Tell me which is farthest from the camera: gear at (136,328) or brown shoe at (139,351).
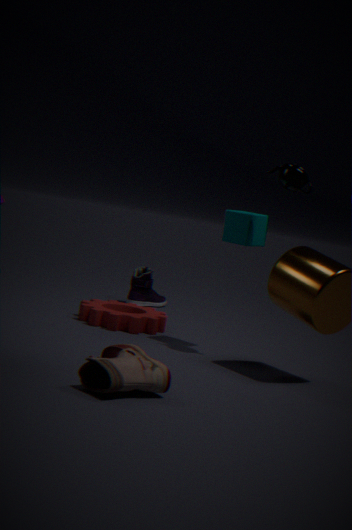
gear at (136,328)
